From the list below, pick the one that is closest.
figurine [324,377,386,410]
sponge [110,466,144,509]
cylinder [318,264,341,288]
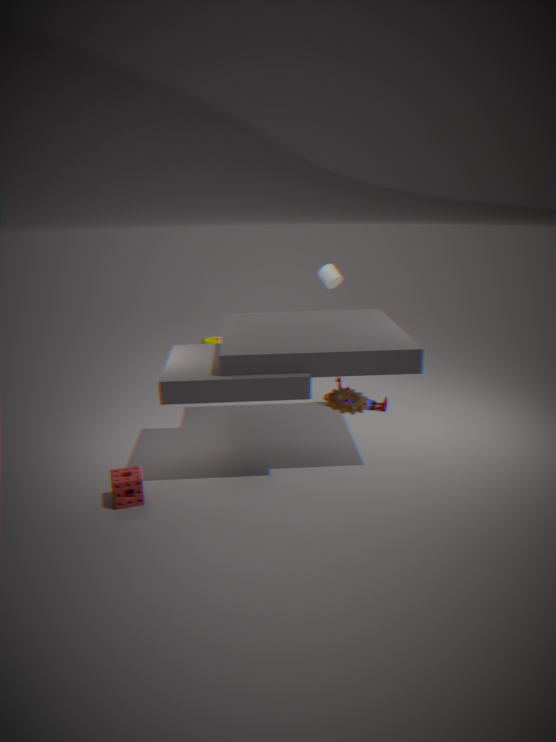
sponge [110,466,144,509]
